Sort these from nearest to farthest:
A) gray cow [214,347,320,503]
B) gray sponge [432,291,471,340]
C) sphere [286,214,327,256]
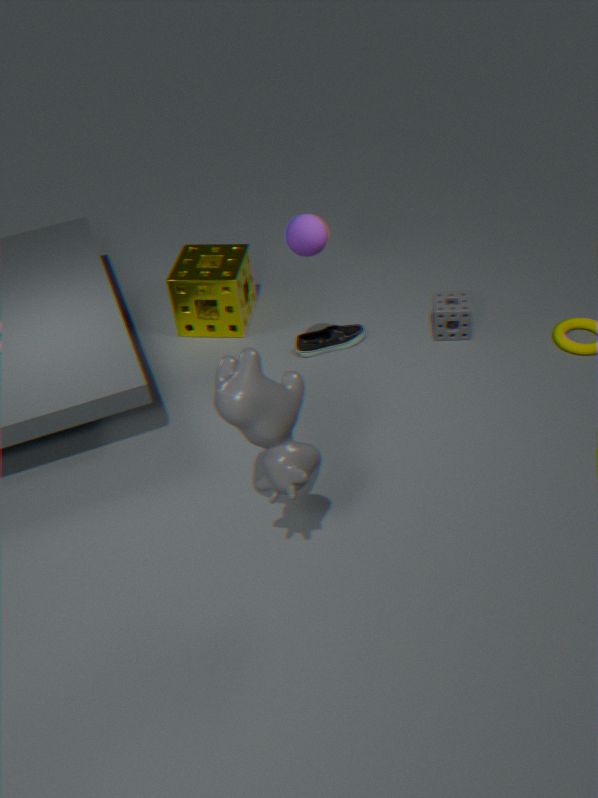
gray cow [214,347,320,503] → sphere [286,214,327,256] → gray sponge [432,291,471,340]
